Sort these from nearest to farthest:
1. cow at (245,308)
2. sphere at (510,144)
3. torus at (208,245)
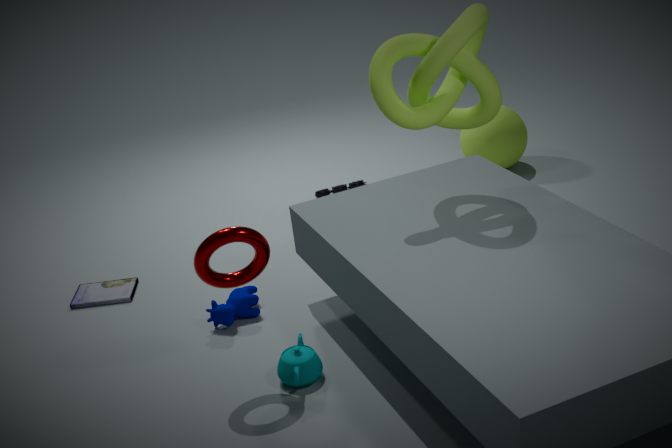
torus at (208,245), cow at (245,308), sphere at (510,144)
